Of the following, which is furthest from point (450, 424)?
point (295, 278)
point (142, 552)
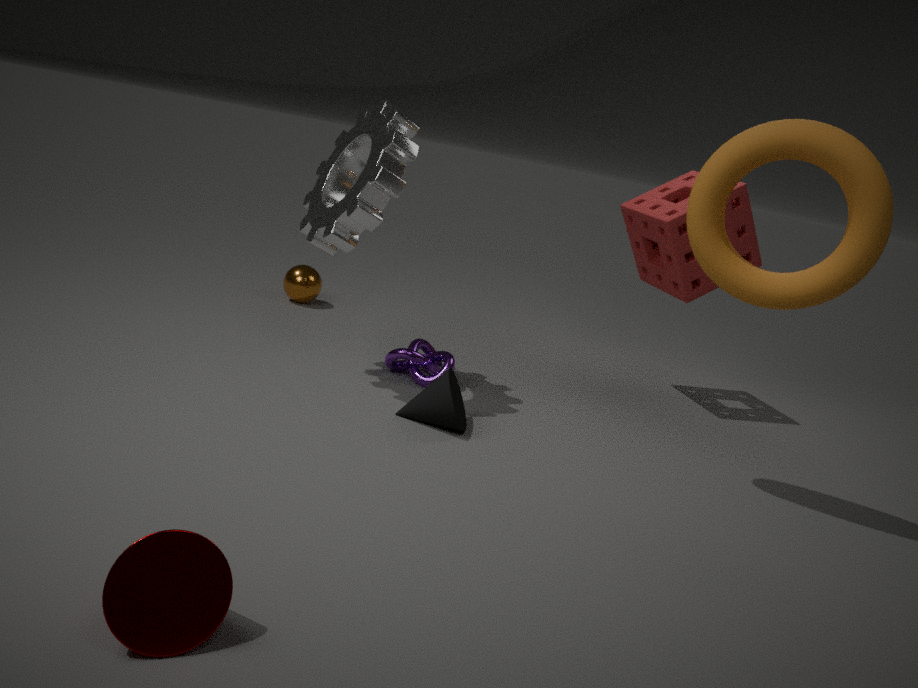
point (295, 278)
